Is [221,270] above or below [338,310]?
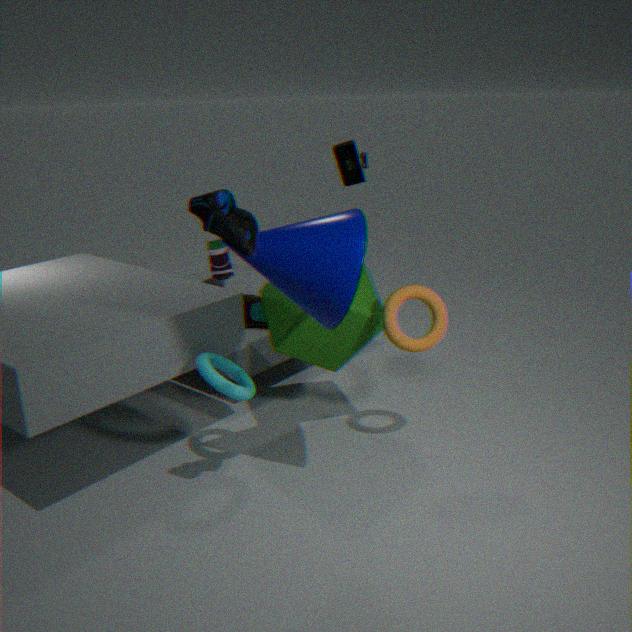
below
